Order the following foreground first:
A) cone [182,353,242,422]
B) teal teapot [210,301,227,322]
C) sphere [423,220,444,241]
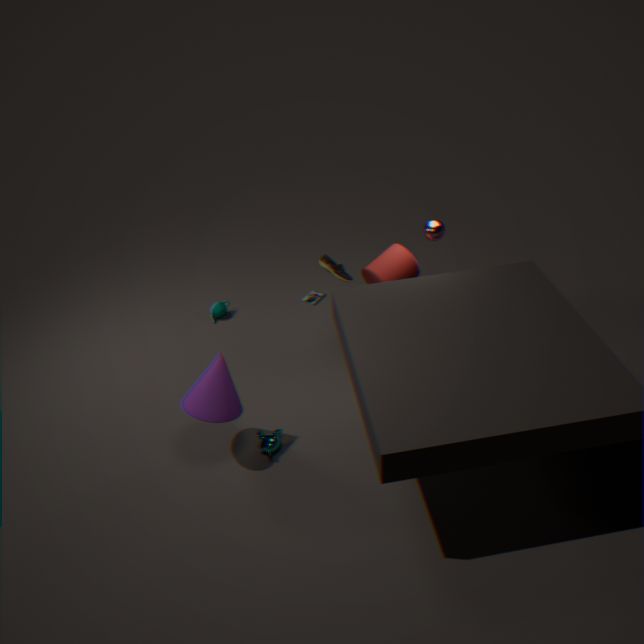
cone [182,353,242,422] → sphere [423,220,444,241] → teal teapot [210,301,227,322]
